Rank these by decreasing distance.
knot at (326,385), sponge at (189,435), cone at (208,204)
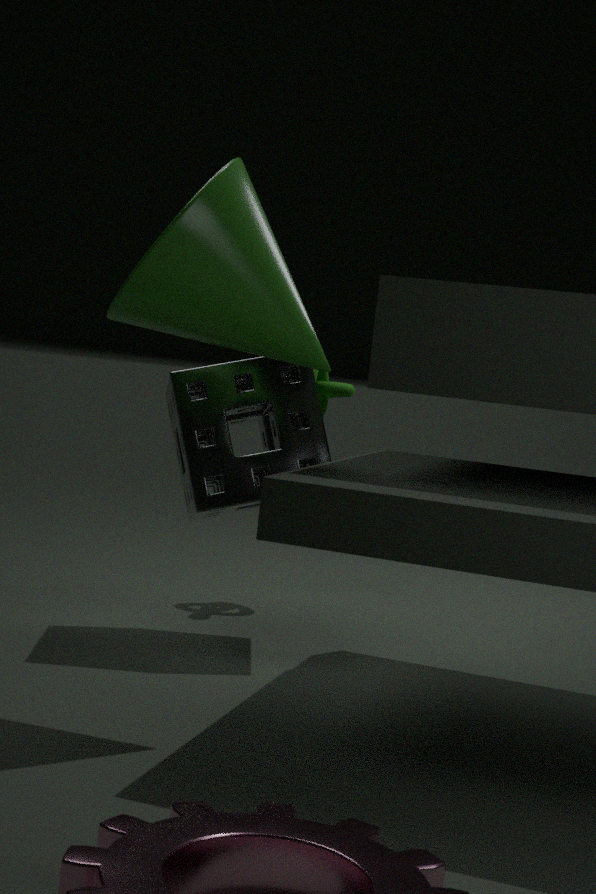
knot at (326,385) → sponge at (189,435) → cone at (208,204)
